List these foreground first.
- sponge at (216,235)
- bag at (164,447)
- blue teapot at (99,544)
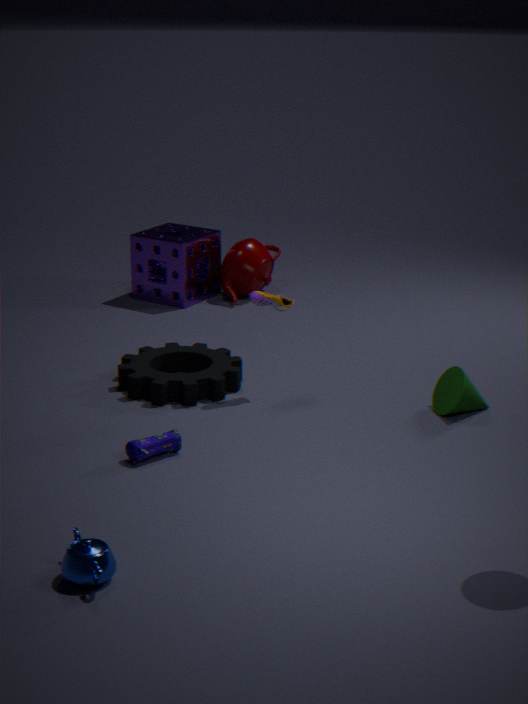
blue teapot at (99,544) < bag at (164,447) < sponge at (216,235)
